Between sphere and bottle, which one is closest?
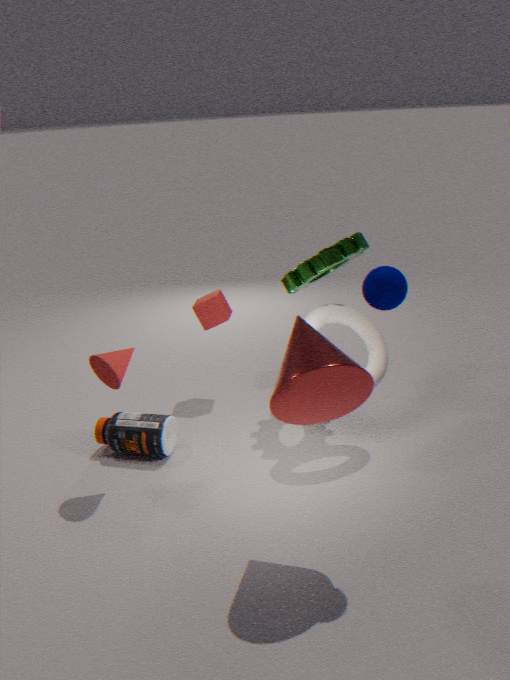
sphere
